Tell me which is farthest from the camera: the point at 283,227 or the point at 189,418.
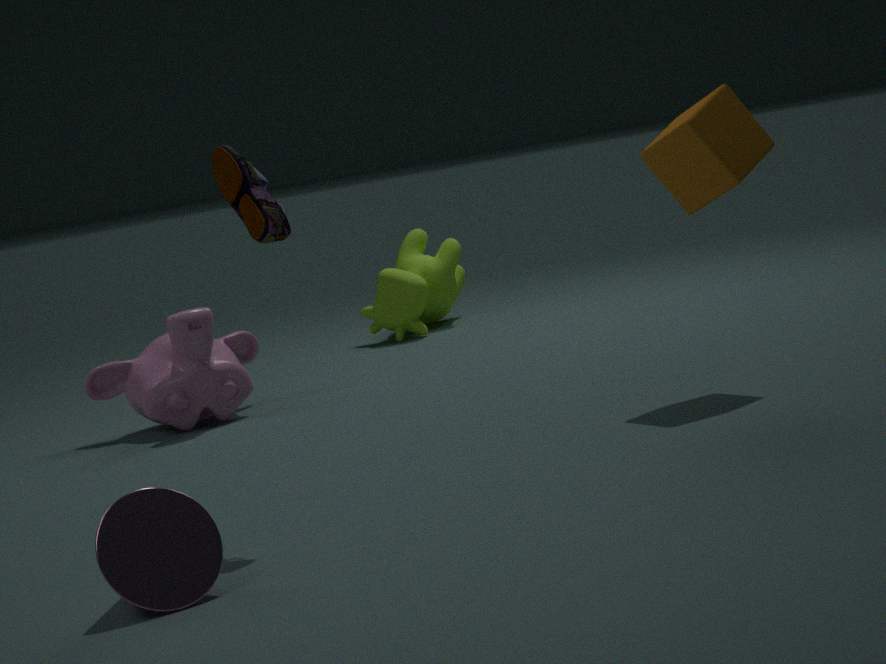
the point at 189,418
